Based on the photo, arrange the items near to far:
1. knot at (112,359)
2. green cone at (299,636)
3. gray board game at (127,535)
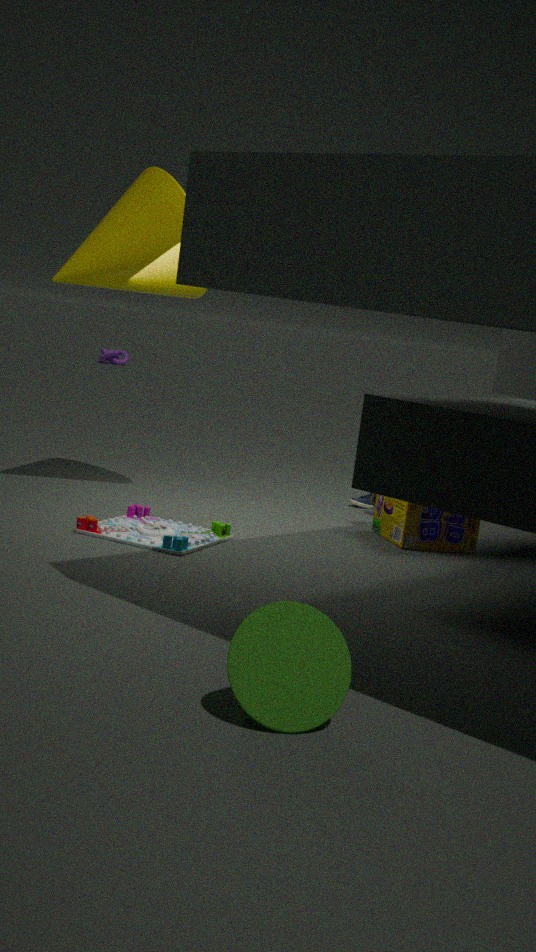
green cone at (299,636), gray board game at (127,535), knot at (112,359)
